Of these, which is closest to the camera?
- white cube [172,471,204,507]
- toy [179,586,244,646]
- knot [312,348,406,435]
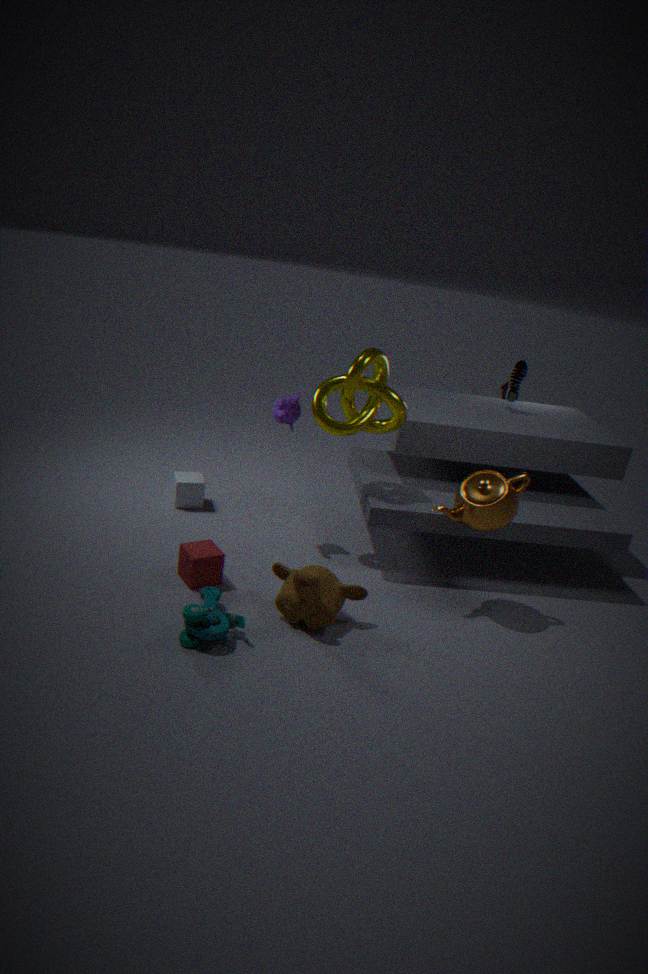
toy [179,586,244,646]
